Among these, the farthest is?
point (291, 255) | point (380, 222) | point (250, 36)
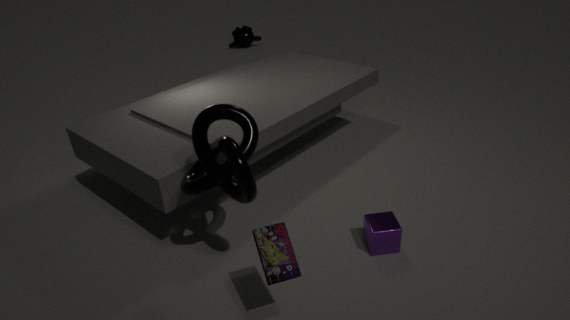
point (250, 36)
